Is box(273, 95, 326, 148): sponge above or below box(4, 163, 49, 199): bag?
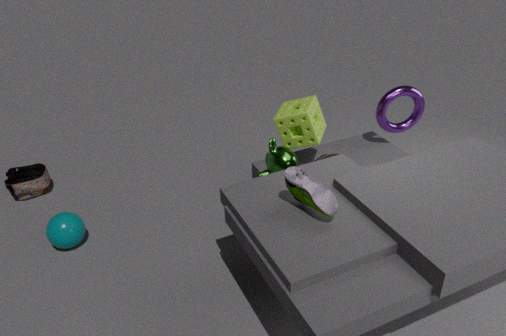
above
